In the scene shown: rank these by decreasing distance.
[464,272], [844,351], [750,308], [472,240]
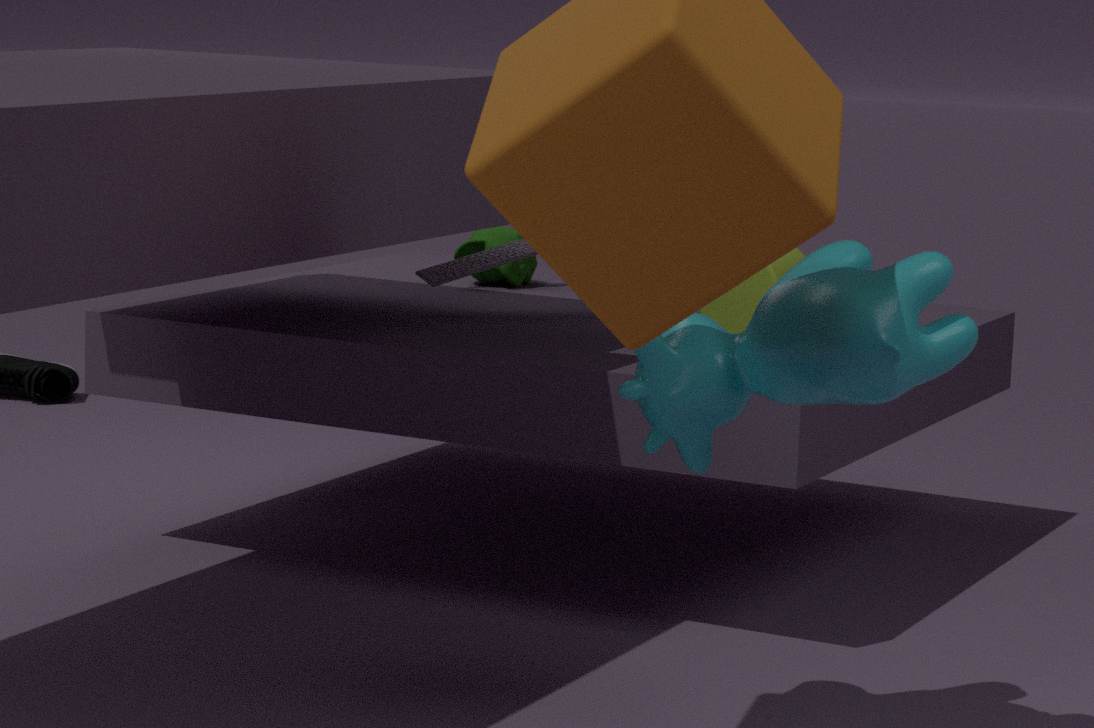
[472,240]
[464,272]
[750,308]
[844,351]
